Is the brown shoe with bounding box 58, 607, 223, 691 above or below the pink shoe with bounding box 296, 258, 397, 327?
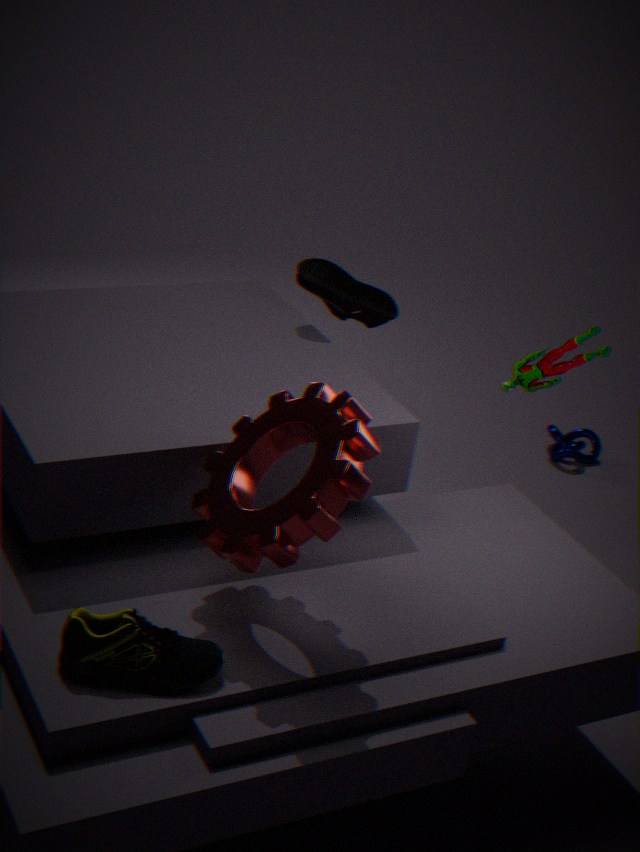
below
